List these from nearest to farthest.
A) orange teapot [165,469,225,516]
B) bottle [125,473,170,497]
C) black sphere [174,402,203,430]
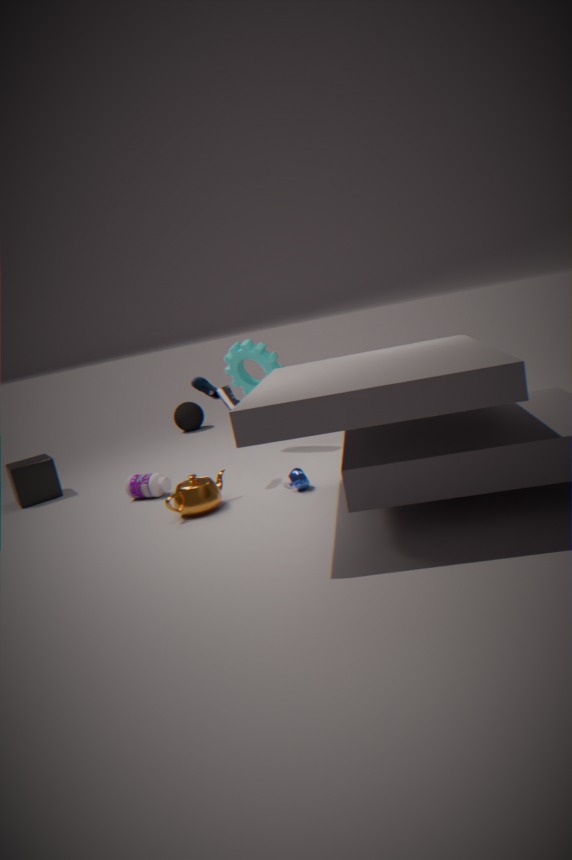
orange teapot [165,469,225,516] → bottle [125,473,170,497] → black sphere [174,402,203,430]
